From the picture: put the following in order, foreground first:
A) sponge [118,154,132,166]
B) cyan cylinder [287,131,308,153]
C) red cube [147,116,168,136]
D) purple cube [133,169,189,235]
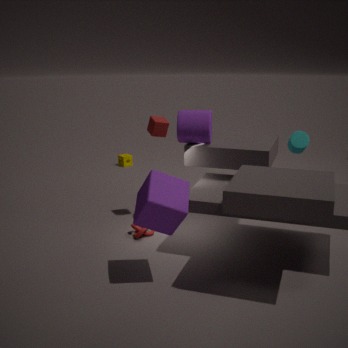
purple cube [133,169,189,235]
cyan cylinder [287,131,308,153]
red cube [147,116,168,136]
sponge [118,154,132,166]
